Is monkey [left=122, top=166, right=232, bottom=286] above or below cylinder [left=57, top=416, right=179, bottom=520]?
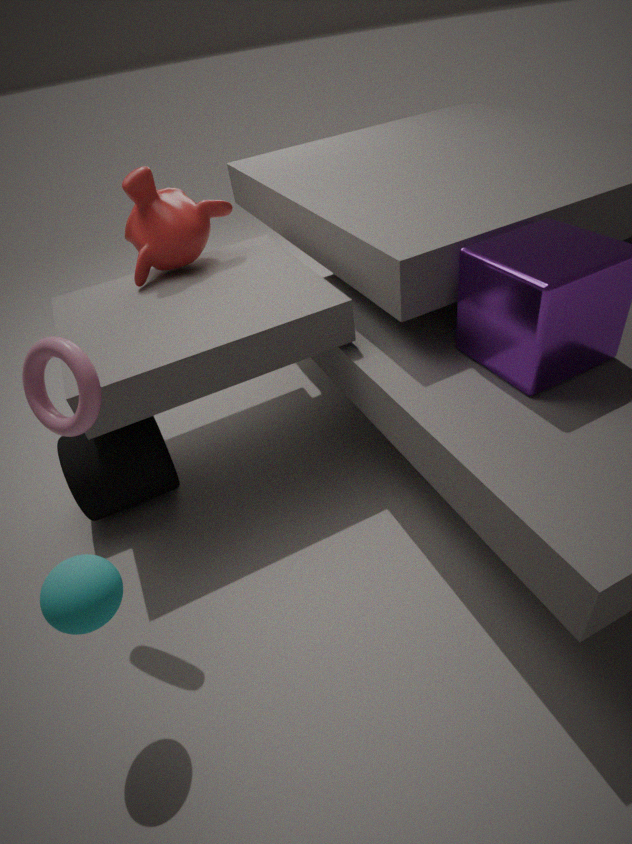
above
